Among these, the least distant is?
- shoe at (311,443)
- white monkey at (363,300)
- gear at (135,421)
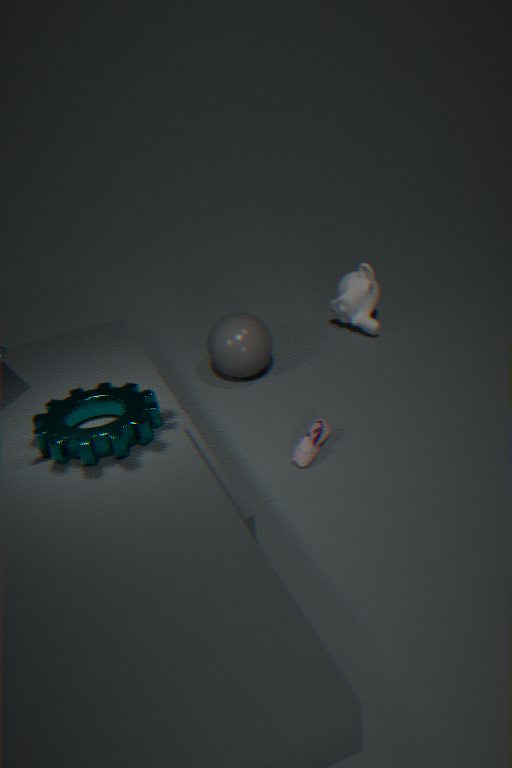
gear at (135,421)
